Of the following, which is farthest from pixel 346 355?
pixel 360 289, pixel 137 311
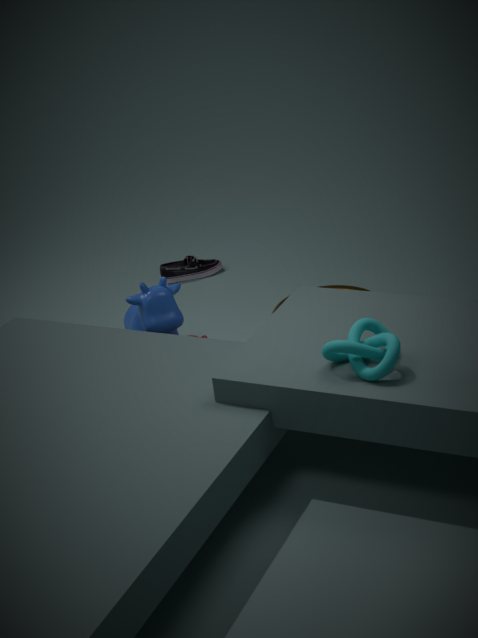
pixel 137 311
